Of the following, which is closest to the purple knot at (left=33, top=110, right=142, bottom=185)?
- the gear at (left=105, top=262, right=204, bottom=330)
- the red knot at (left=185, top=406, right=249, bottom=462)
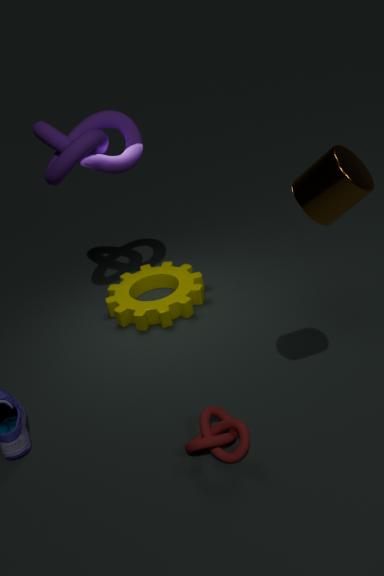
the gear at (left=105, top=262, right=204, bottom=330)
